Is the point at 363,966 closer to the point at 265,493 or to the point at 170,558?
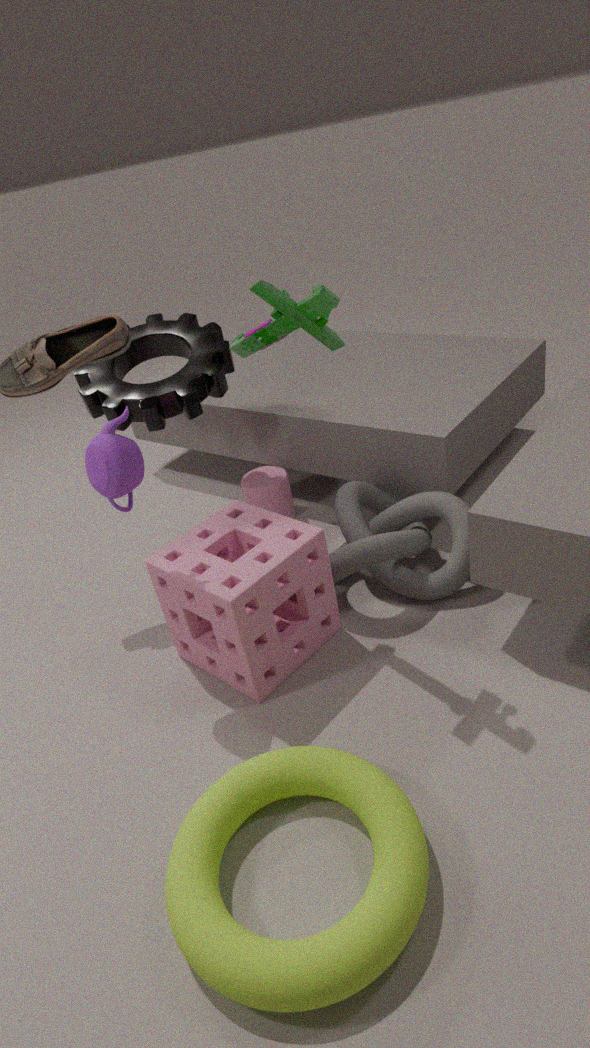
the point at 170,558
